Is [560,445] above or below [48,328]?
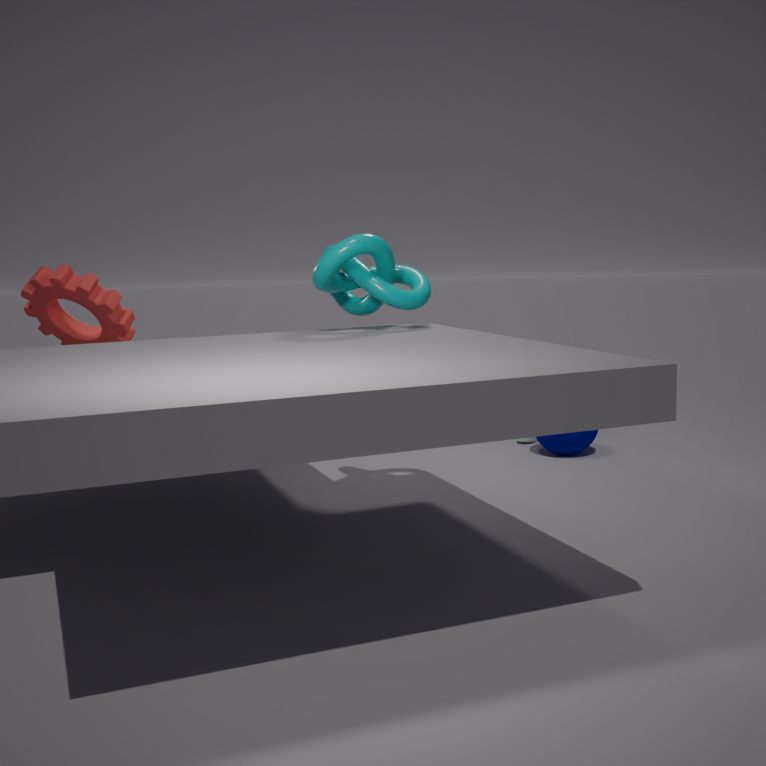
below
